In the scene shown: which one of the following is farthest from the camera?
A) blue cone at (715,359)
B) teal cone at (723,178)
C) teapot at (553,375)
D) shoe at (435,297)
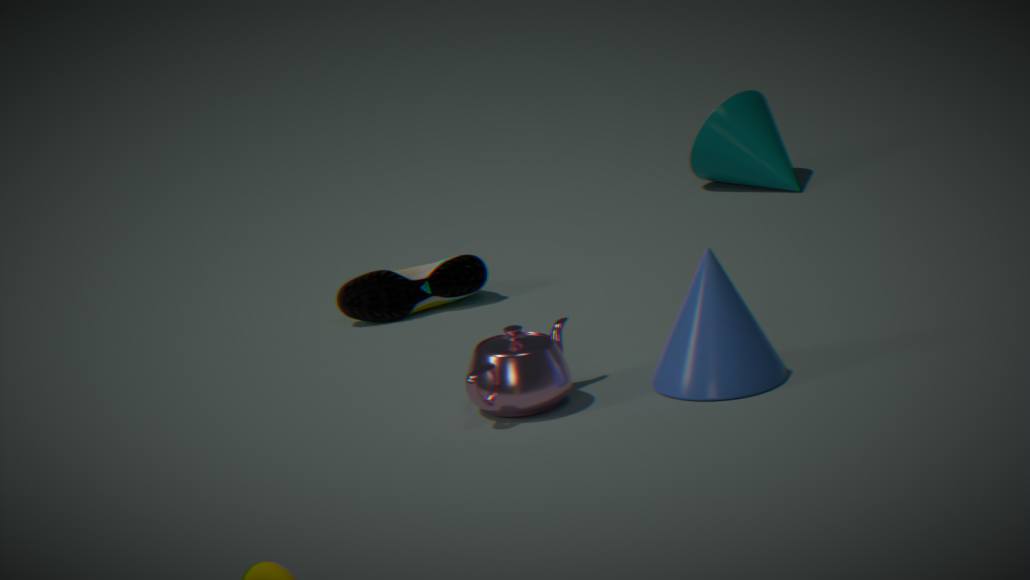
teal cone at (723,178)
